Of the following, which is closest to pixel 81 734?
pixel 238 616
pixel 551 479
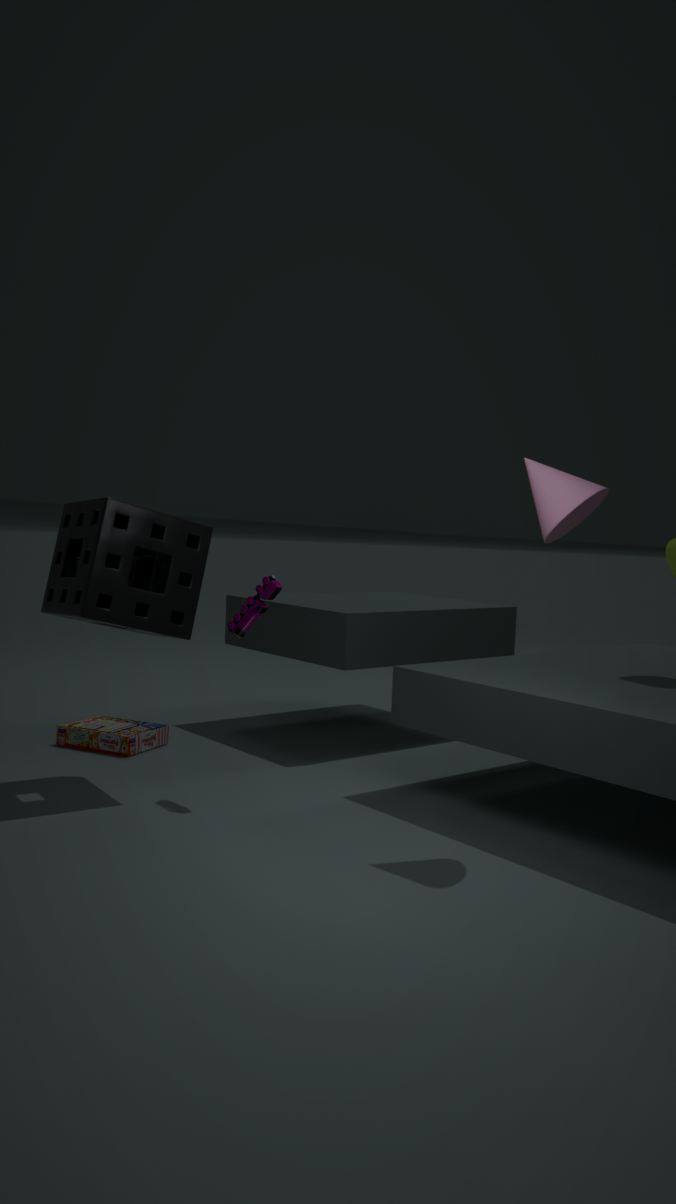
pixel 238 616
